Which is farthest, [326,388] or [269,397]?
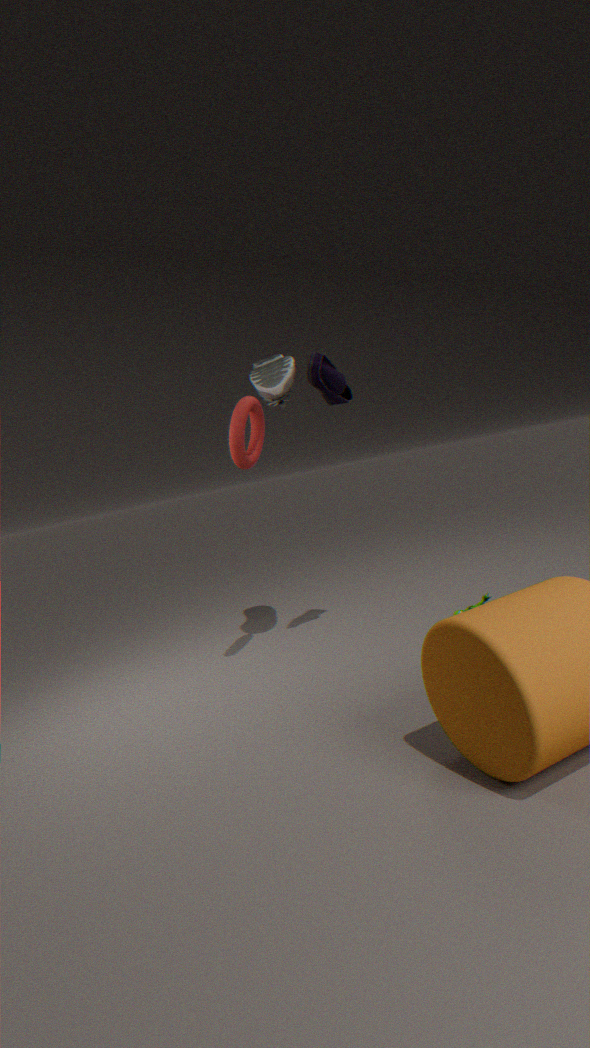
[326,388]
